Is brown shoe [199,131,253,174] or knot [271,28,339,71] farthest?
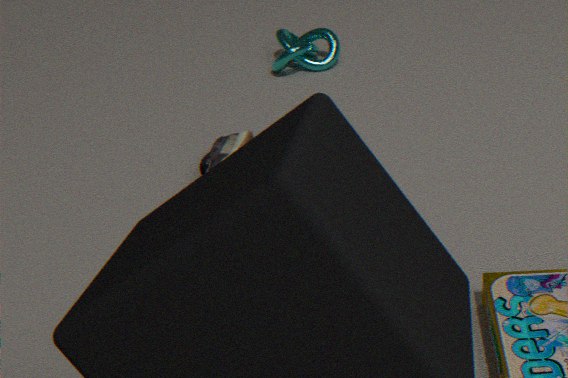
knot [271,28,339,71]
